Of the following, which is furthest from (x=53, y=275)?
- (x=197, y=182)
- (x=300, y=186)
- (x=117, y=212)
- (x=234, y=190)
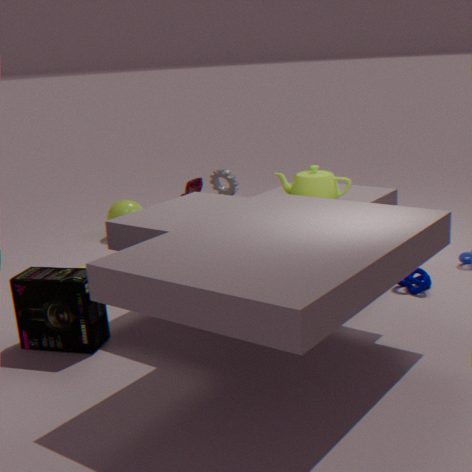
(x=117, y=212)
